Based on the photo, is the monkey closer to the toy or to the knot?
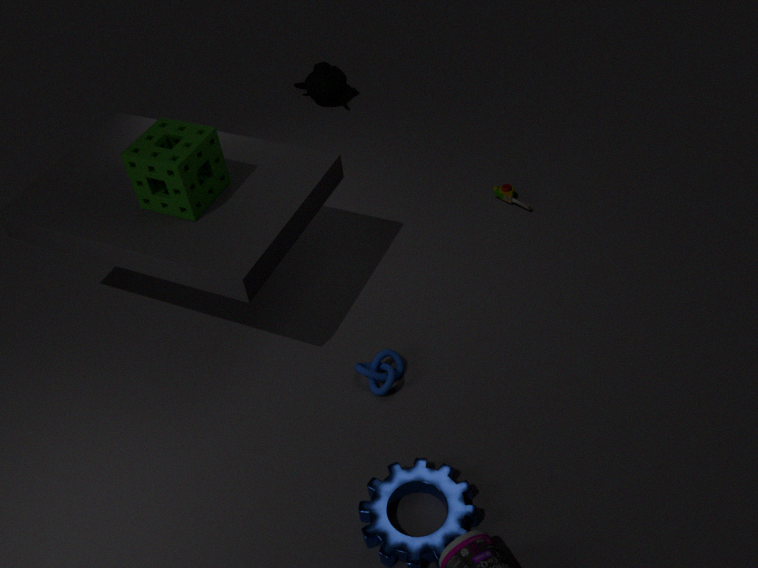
the toy
